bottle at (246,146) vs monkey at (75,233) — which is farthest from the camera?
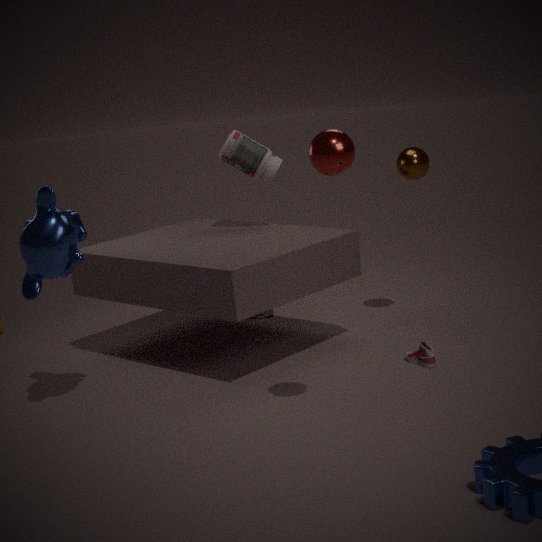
bottle at (246,146)
